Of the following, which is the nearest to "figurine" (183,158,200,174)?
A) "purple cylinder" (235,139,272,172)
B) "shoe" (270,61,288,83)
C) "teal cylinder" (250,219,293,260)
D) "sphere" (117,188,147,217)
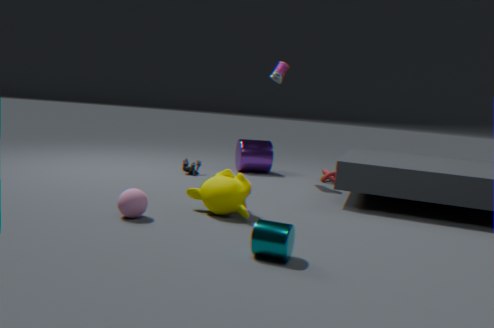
"purple cylinder" (235,139,272,172)
